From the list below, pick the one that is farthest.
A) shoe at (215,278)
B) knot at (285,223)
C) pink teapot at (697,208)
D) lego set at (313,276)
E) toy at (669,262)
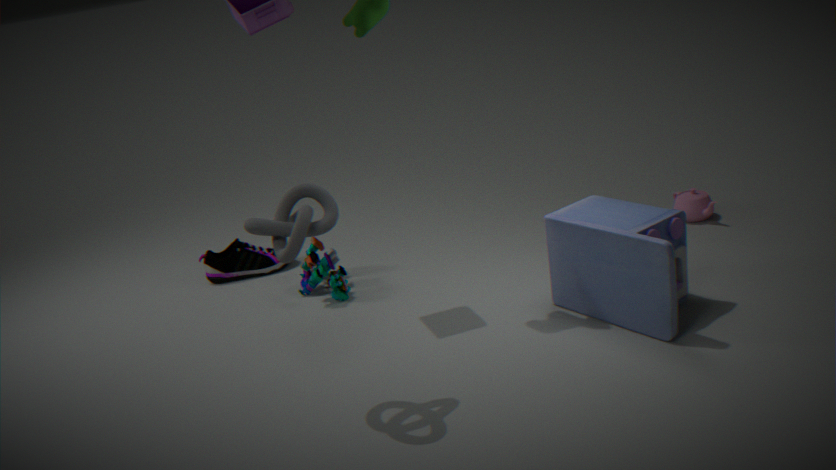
shoe at (215,278)
